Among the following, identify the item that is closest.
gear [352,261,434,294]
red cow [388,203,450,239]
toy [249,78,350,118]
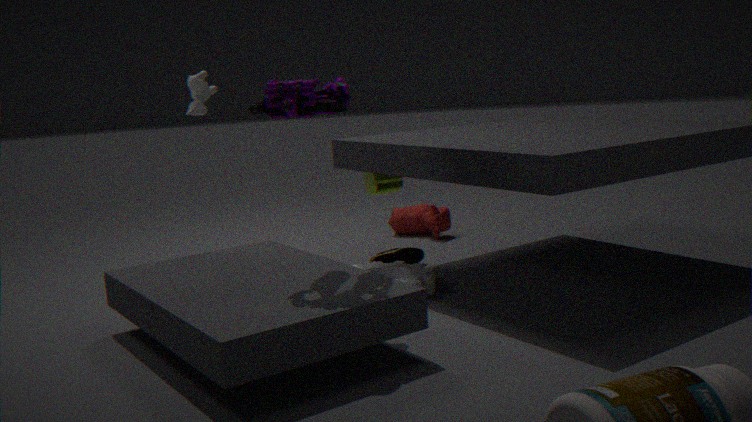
toy [249,78,350,118]
